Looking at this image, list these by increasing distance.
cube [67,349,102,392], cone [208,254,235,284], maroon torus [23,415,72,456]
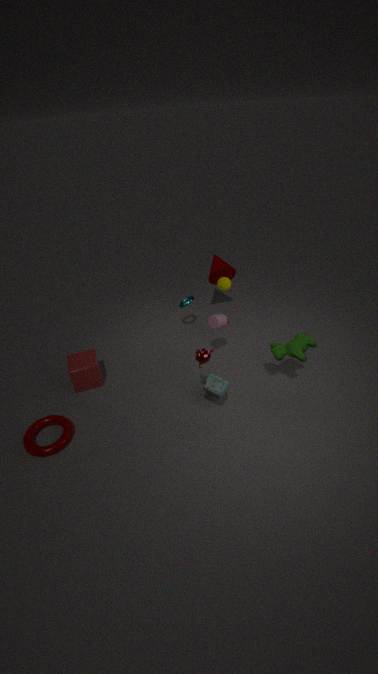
maroon torus [23,415,72,456] < cube [67,349,102,392] < cone [208,254,235,284]
